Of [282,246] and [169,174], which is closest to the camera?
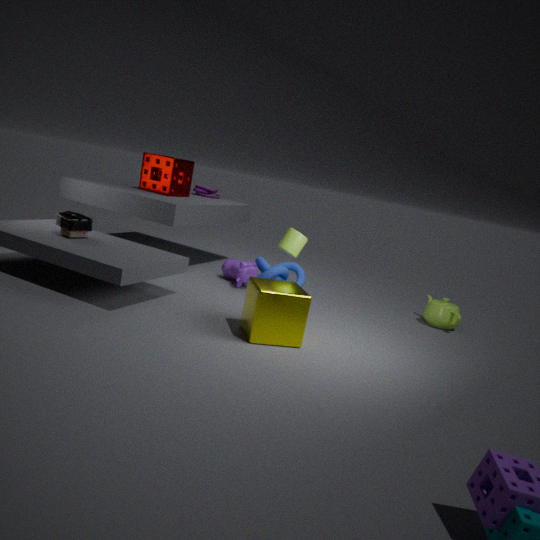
[282,246]
